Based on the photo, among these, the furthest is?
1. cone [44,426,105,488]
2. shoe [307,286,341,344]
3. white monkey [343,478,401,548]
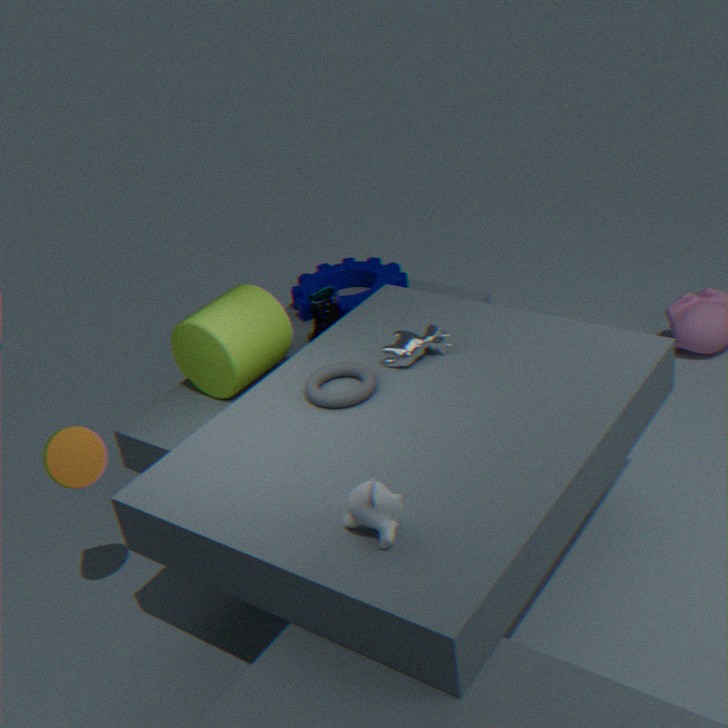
shoe [307,286,341,344]
